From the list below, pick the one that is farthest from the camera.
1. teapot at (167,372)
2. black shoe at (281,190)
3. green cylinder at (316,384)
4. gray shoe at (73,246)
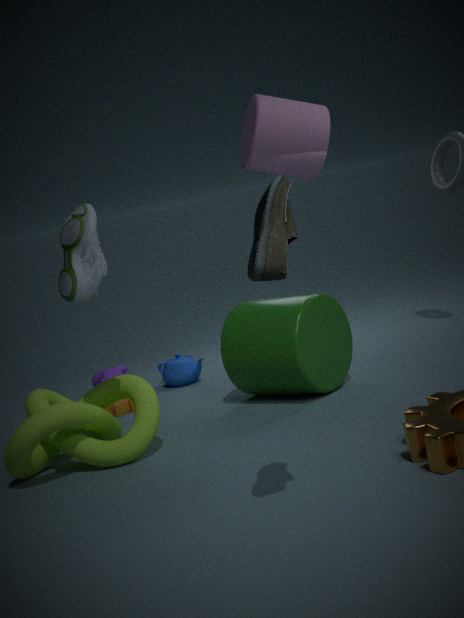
teapot at (167,372)
